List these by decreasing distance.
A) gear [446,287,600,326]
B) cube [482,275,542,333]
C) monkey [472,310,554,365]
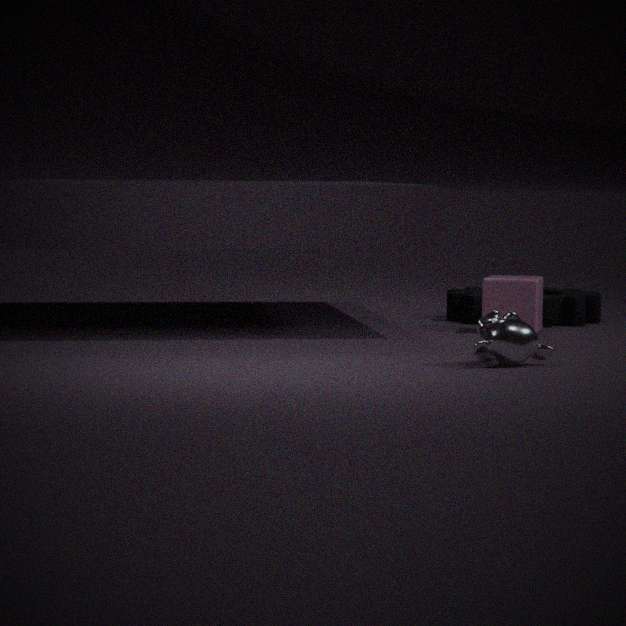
gear [446,287,600,326]
cube [482,275,542,333]
monkey [472,310,554,365]
